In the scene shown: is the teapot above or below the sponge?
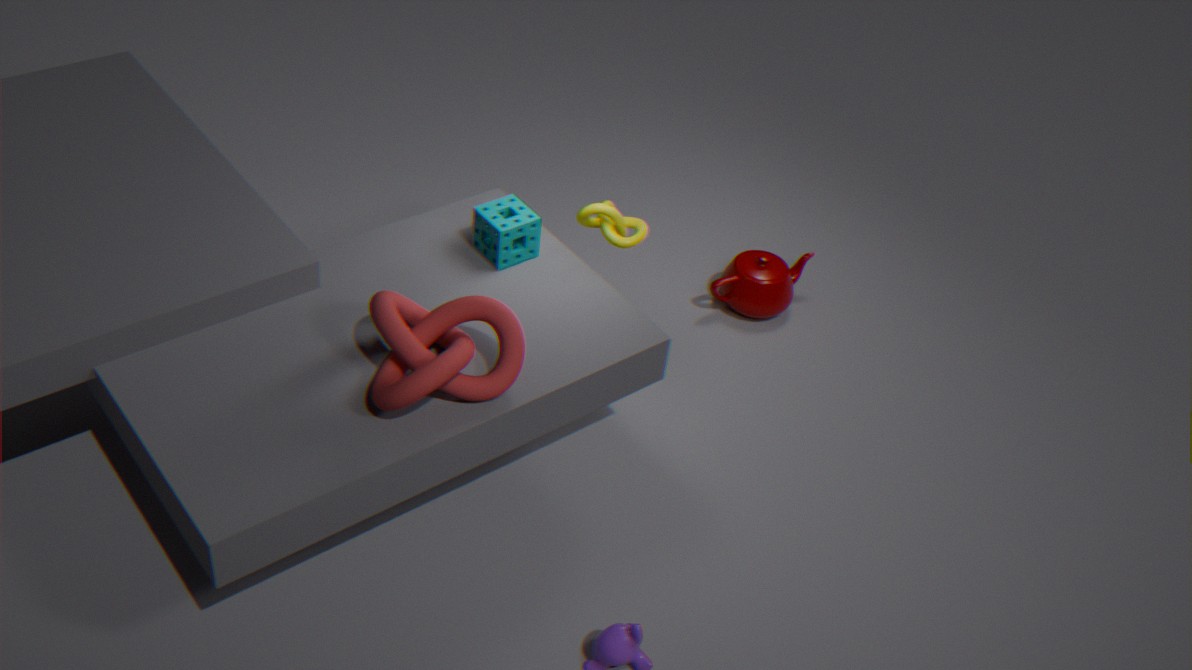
below
